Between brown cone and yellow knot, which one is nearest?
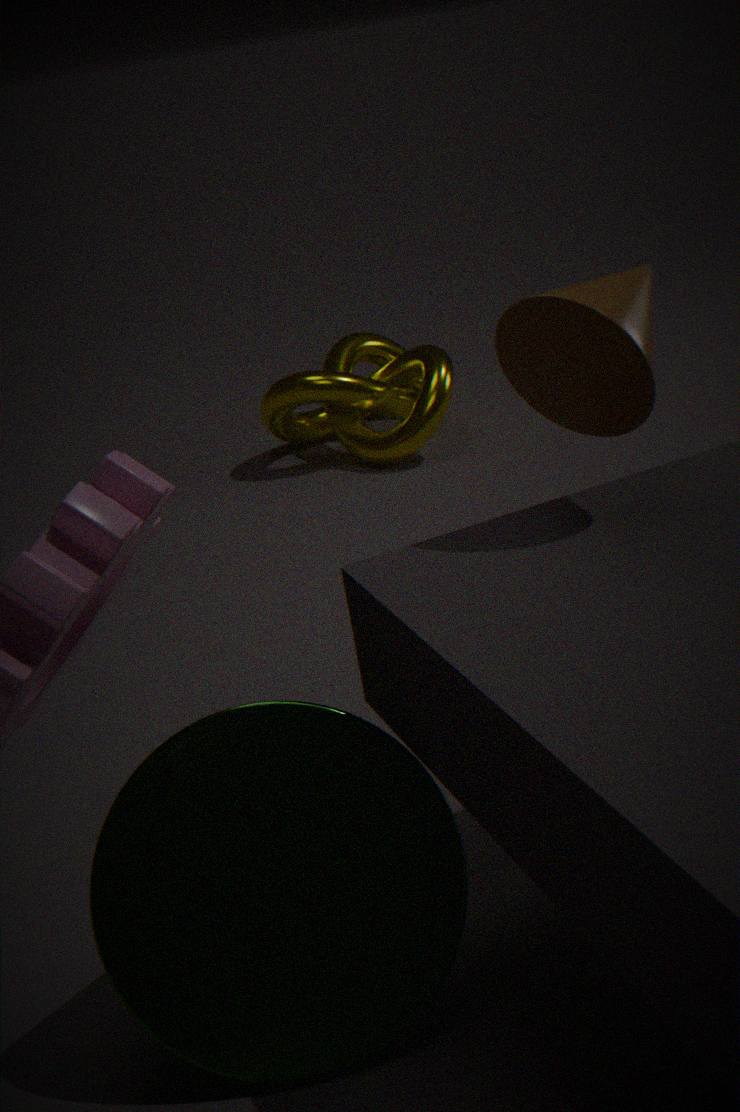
brown cone
